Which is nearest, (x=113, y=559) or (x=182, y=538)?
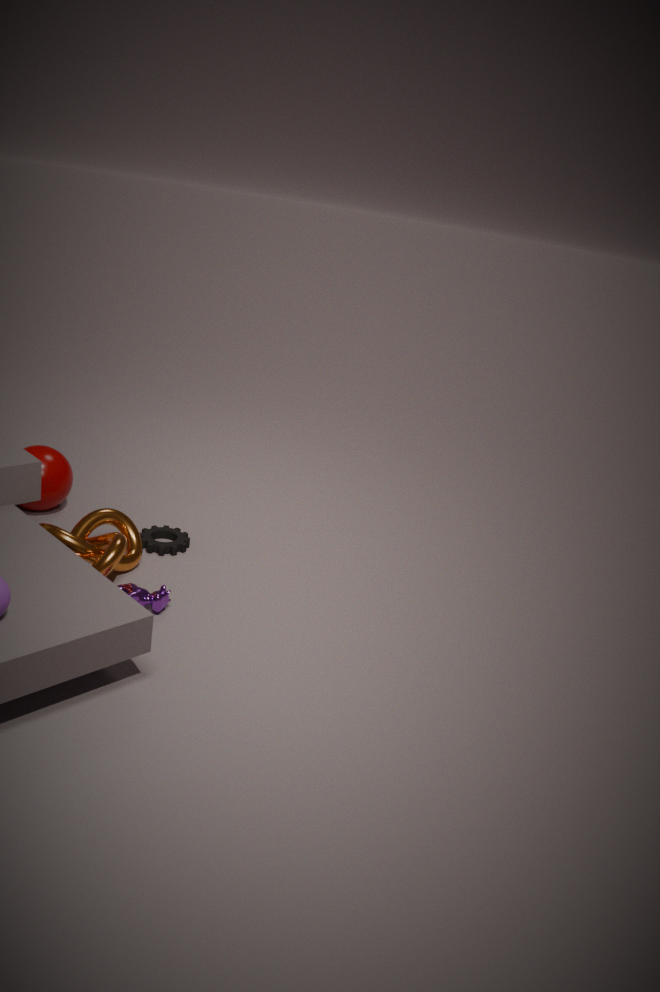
(x=113, y=559)
